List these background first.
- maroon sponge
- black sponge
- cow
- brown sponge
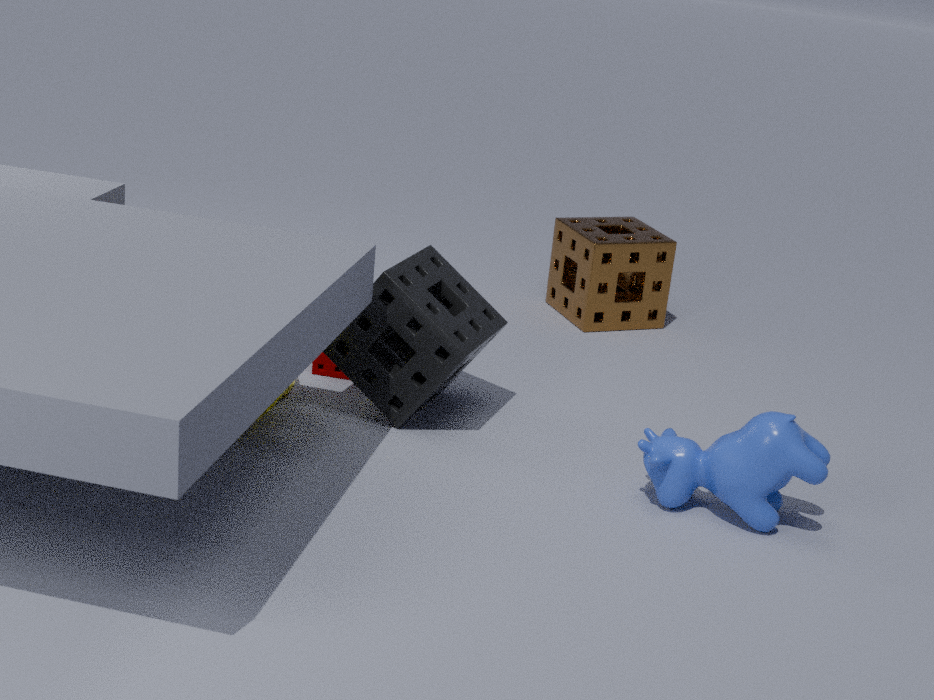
brown sponge, maroon sponge, black sponge, cow
